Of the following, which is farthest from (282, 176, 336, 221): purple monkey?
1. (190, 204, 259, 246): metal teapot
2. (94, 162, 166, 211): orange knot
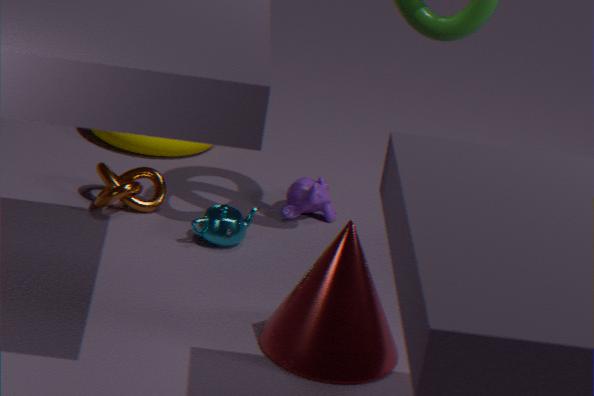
(94, 162, 166, 211): orange knot
